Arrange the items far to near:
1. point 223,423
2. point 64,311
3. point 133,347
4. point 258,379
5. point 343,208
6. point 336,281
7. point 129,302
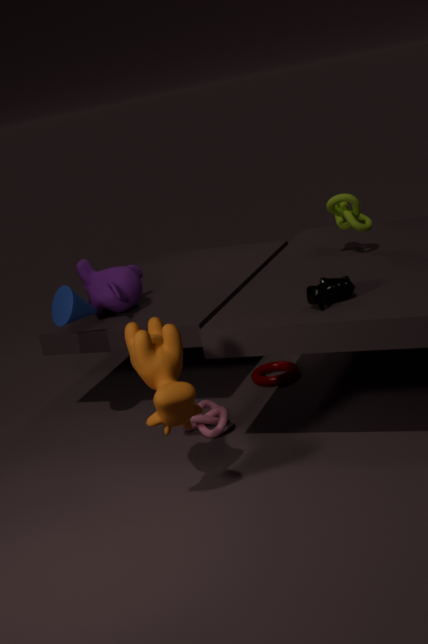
point 129,302 → point 258,379 → point 343,208 → point 64,311 → point 223,423 → point 336,281 → point 133,347
